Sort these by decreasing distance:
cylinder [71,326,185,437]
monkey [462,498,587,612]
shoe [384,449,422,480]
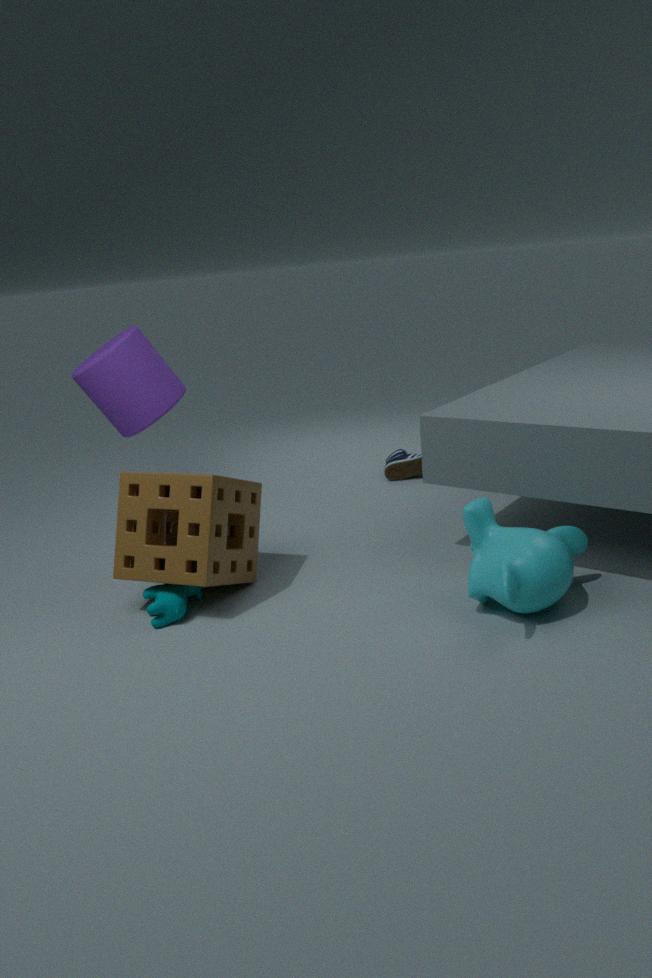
shoe [384,449,422,480]
cylinder [71,326,185,437]
monkey [462,498,587,612]
